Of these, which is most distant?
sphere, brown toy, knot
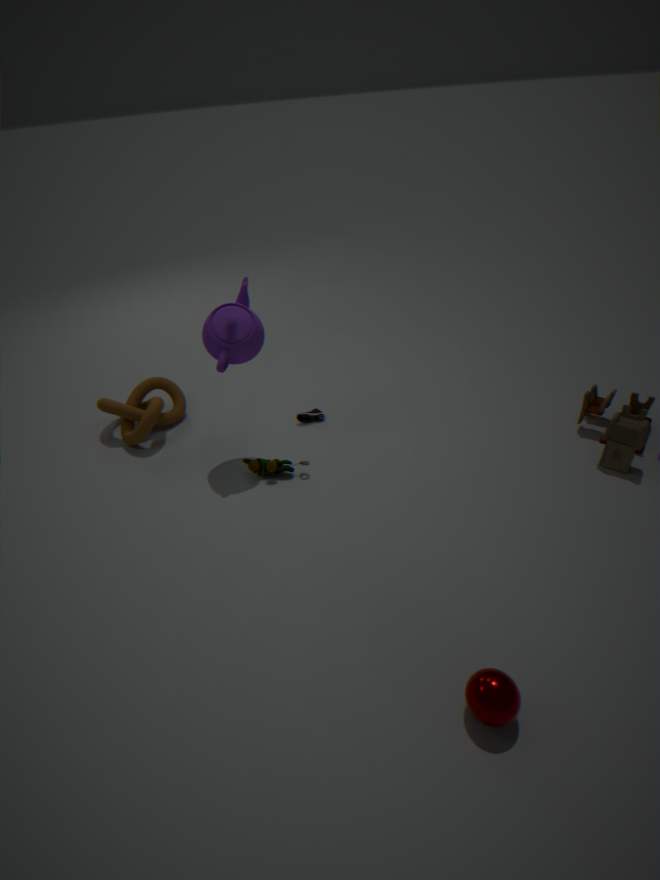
knot
